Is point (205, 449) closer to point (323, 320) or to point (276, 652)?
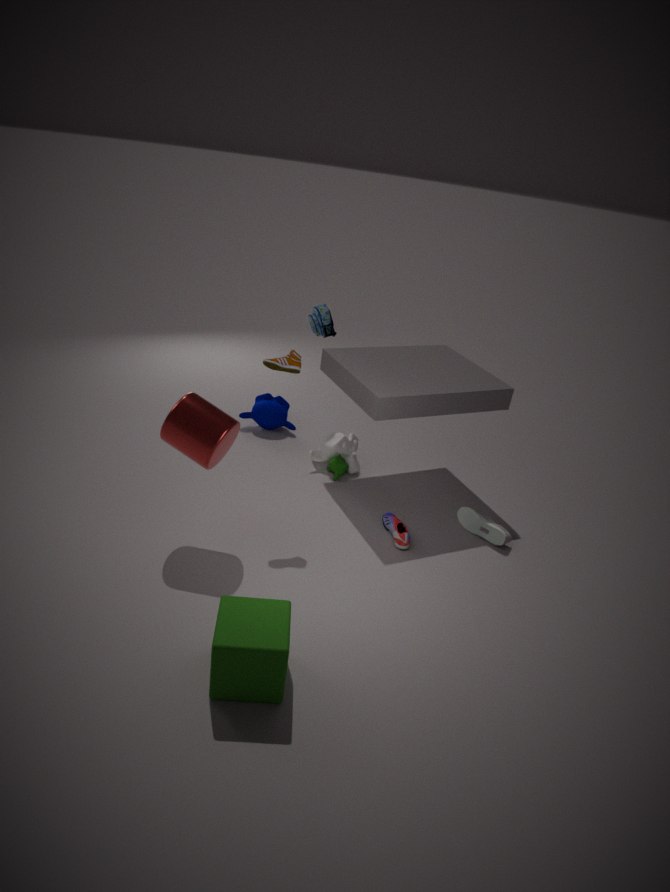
point (276, 652)
